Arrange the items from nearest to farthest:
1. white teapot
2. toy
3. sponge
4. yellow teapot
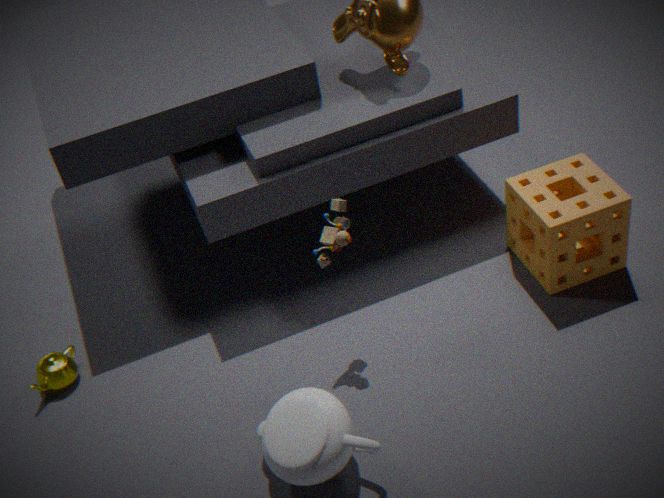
white teapot → toy → sponge → yellow teapot
